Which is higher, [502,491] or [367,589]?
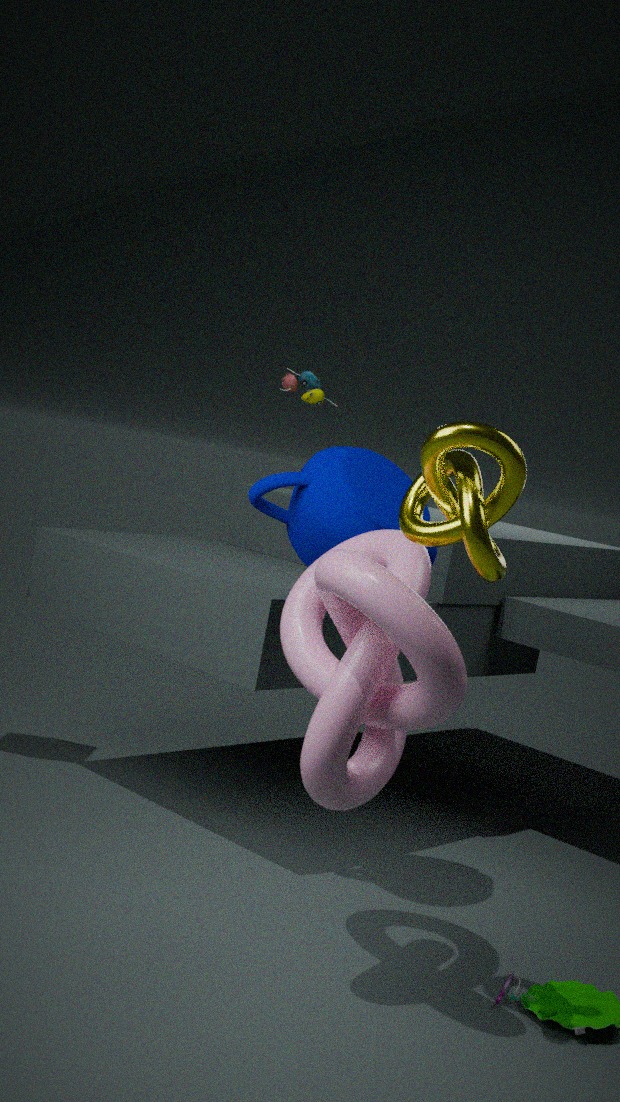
[502,491]
